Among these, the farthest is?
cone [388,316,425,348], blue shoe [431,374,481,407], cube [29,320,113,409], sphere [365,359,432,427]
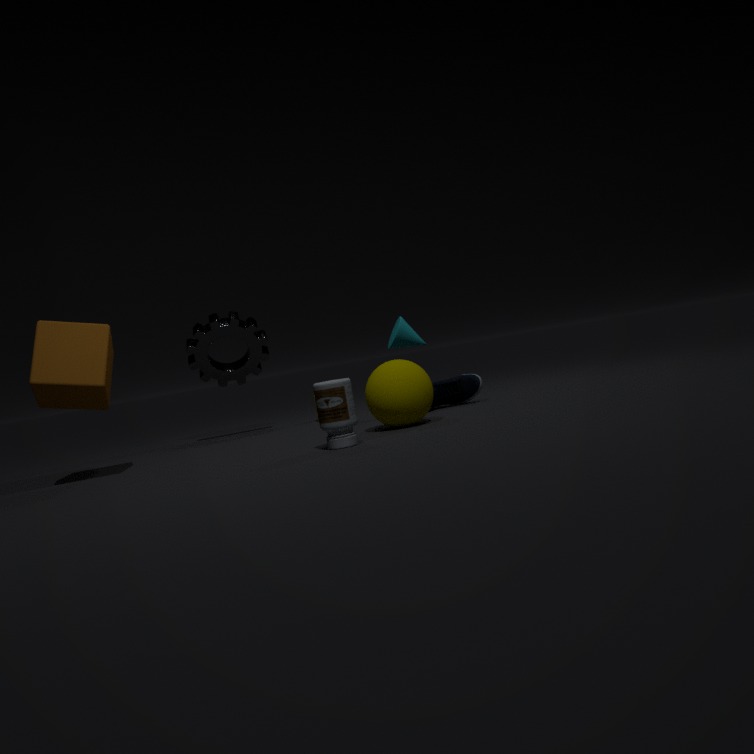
cone [388,316,425,348]
